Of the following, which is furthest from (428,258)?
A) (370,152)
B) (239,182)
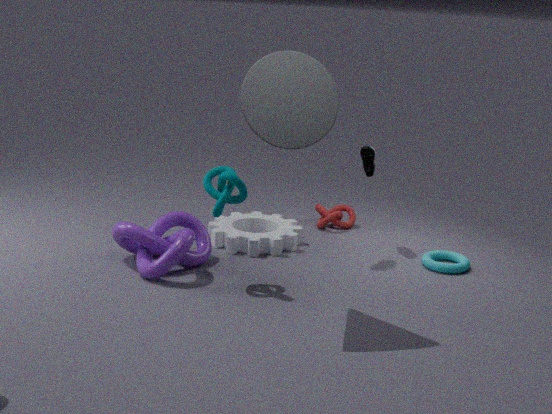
(239,182)
